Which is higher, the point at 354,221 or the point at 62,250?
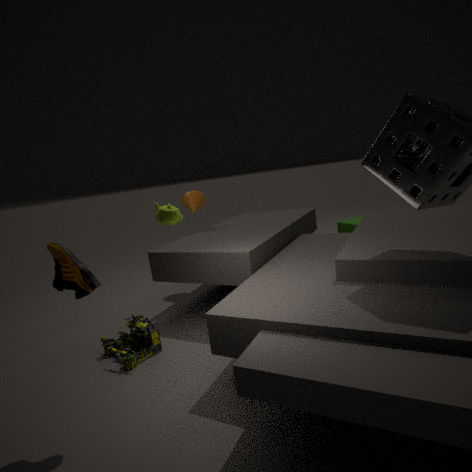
the point at 62,250
